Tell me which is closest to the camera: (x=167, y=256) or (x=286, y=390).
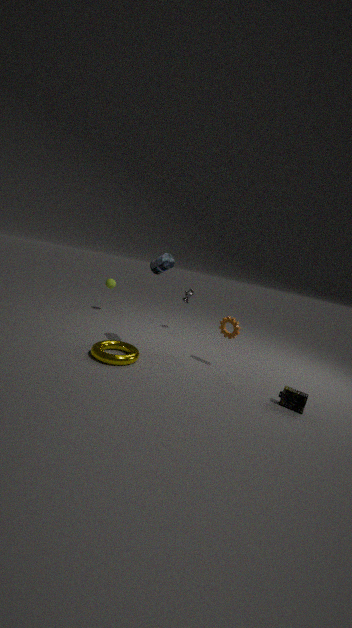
(x=286, y=390)
